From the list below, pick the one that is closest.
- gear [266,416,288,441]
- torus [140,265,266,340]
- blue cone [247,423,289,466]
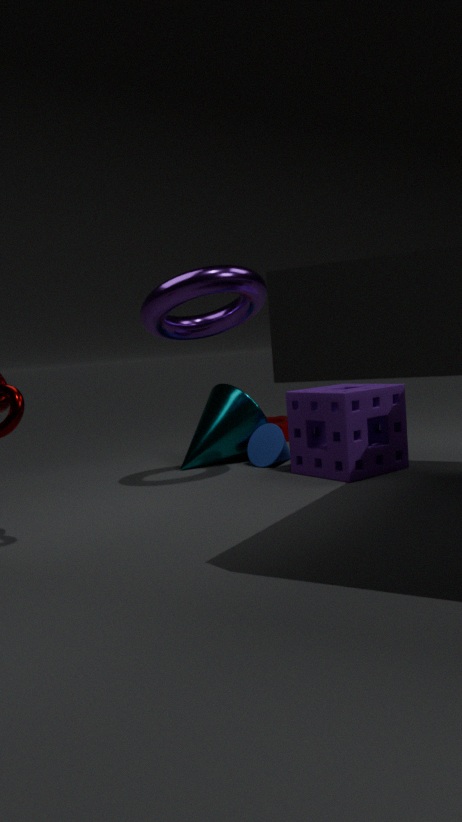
torus [140,265,266,340]
